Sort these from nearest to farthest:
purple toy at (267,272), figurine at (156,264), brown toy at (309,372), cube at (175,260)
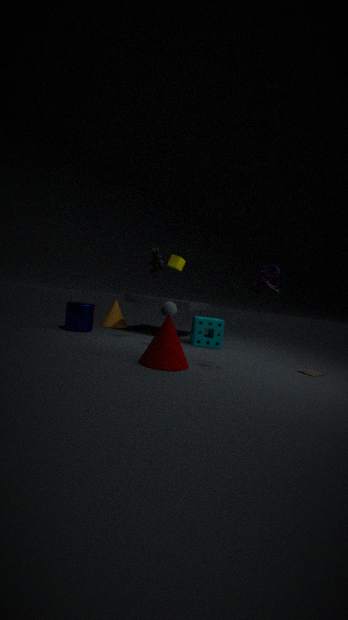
purple toy at (267,272) < brown toy at (309,372) < figurine at (156,264) < cube at (175,260)
